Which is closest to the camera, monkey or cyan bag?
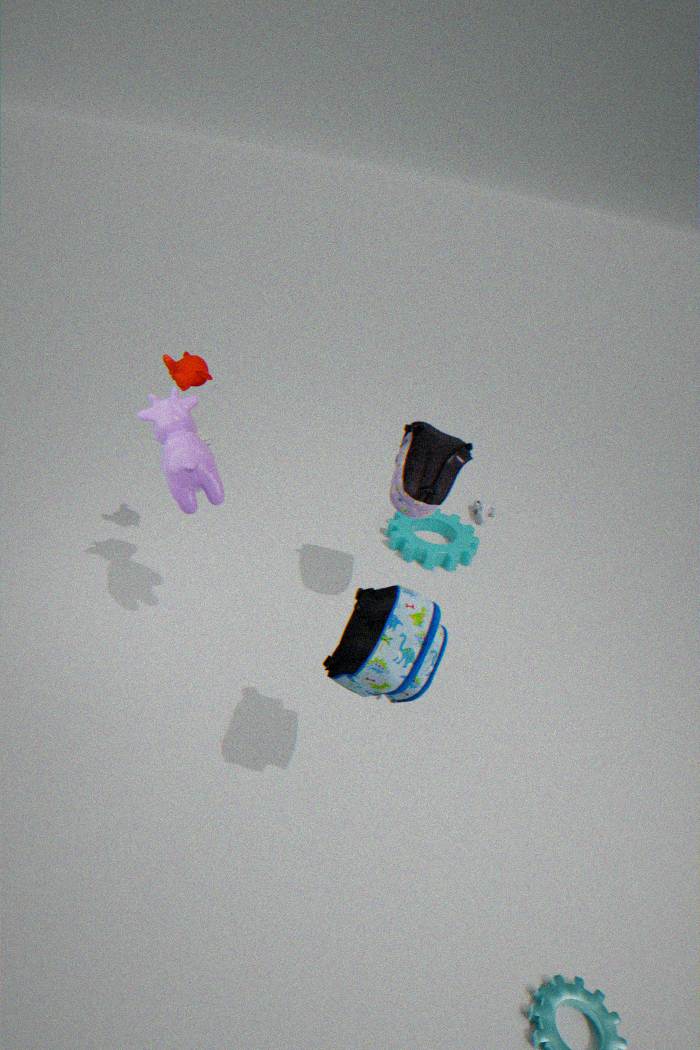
cyan bag
